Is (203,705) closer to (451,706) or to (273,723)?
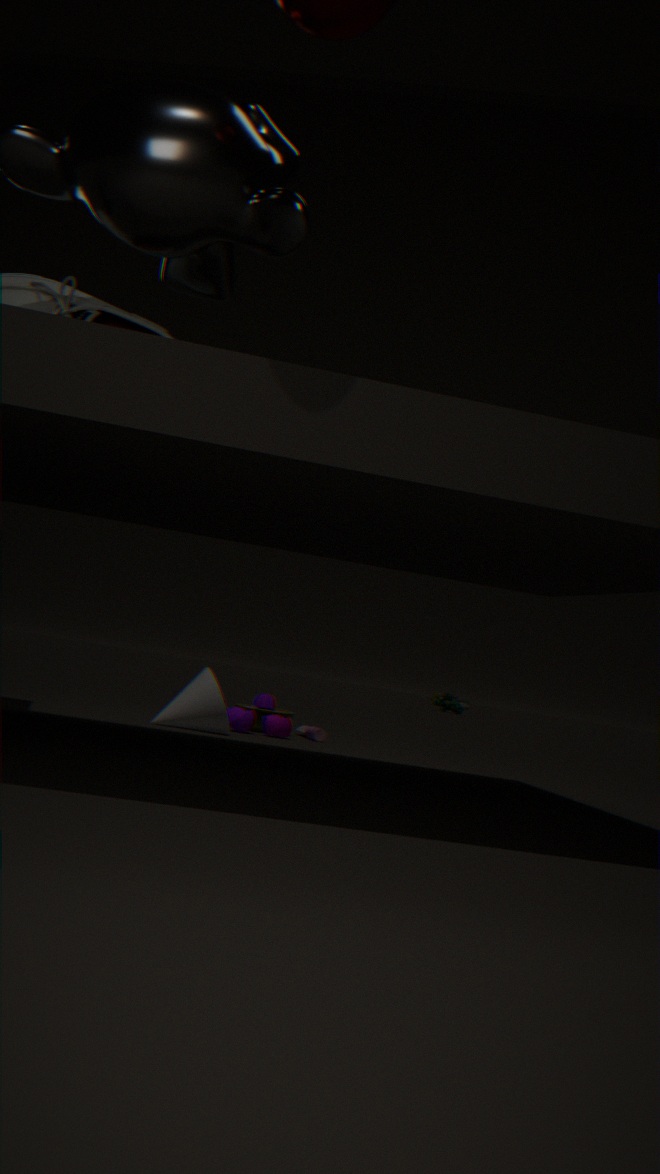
(273,723)
